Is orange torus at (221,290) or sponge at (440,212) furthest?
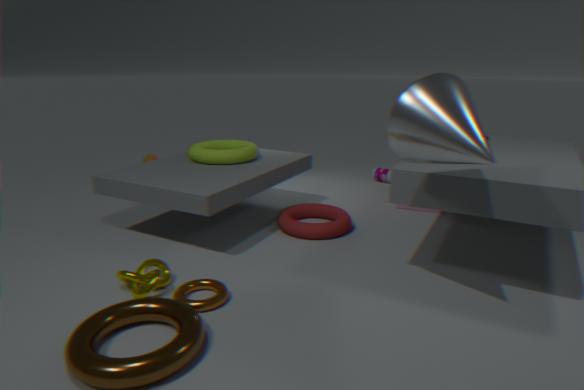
sponge at (440,212)
